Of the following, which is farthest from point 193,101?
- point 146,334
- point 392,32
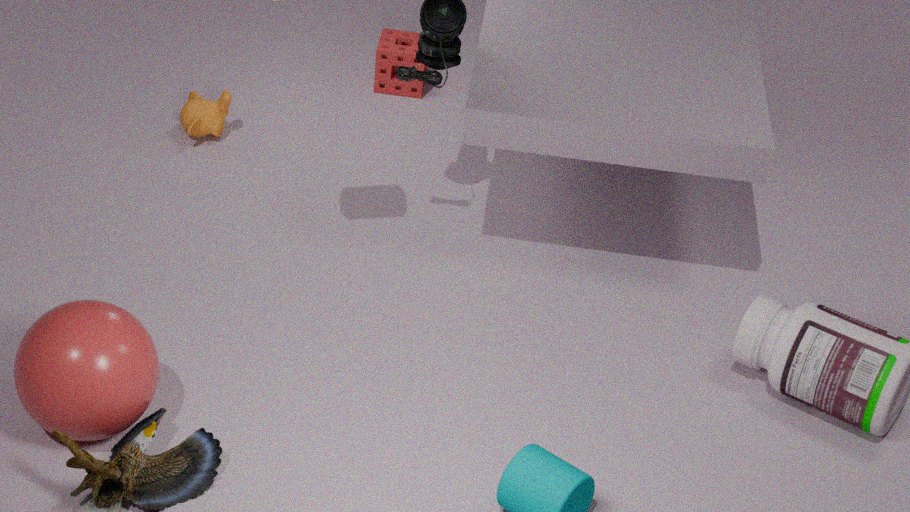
point 146,334
